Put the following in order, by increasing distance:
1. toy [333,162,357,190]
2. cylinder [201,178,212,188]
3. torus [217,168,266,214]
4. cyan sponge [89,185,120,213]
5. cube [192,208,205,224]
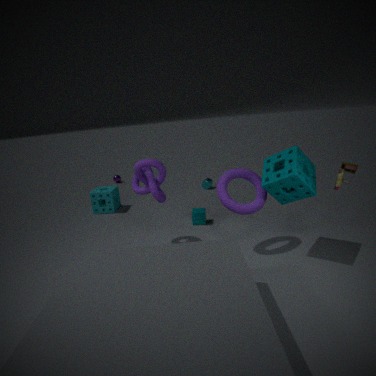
toy [333,162,357,190] → torus [217,168,266,214] → cube [192,208,205,224] → cyan sponge [89,185,120,213] → cylinder [201,178,212,188]
